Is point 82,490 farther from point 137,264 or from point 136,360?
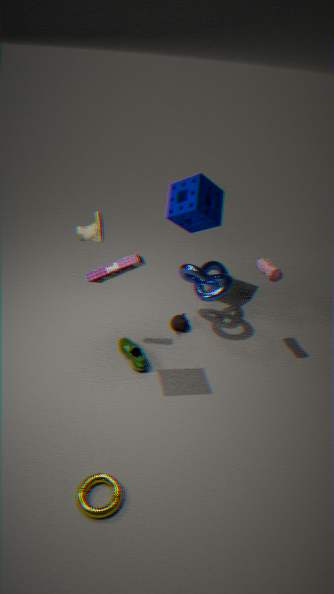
point 137,264
